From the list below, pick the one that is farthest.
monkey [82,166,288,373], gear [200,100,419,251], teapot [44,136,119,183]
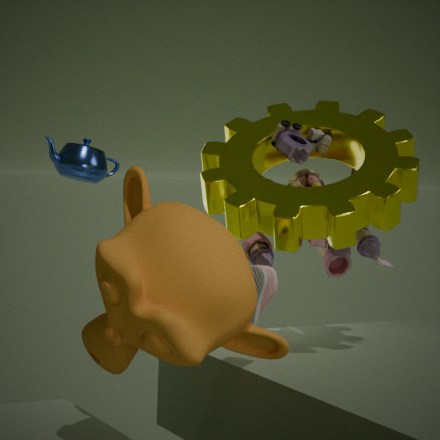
teapot [44,136,119,183]
